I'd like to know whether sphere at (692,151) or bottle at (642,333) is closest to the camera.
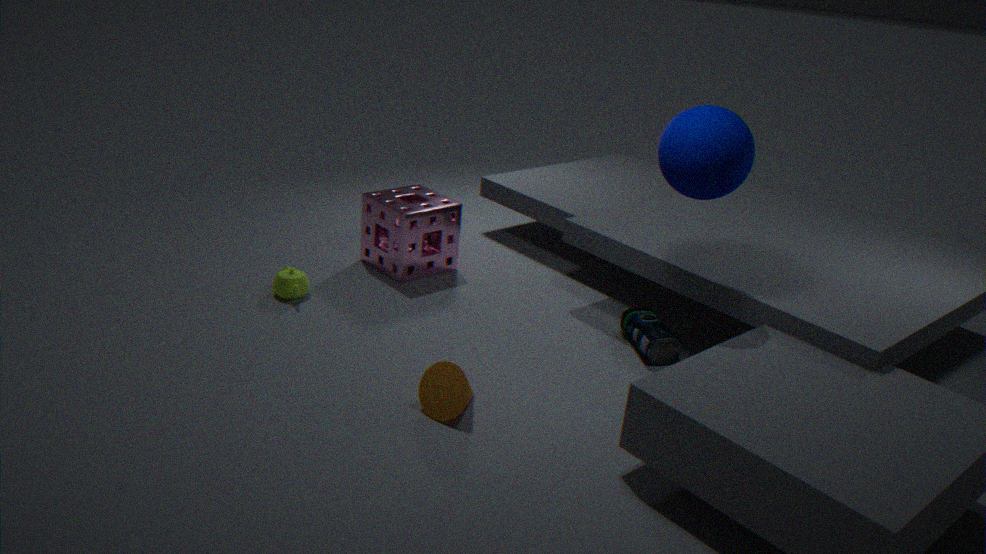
sphere at (692,151)
